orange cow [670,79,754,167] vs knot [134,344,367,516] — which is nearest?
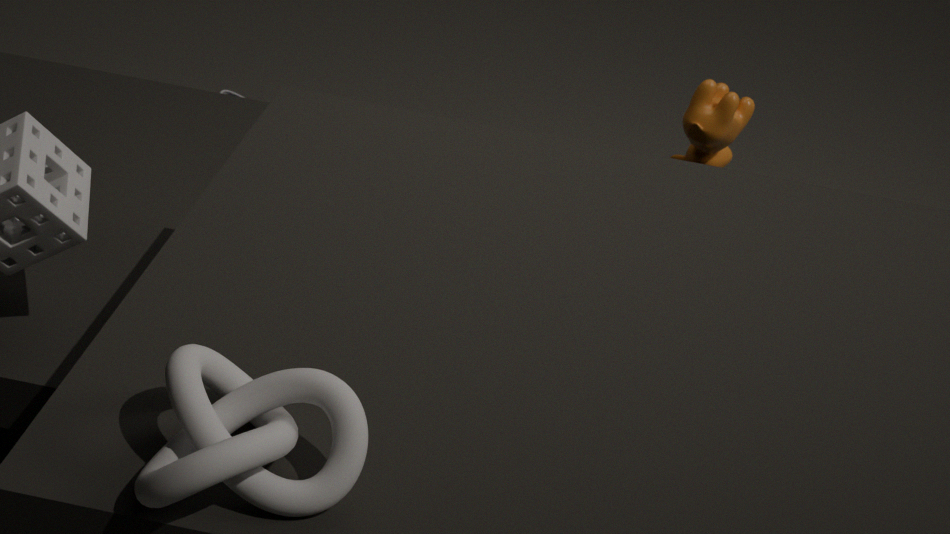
knot [134,344,367,516]
